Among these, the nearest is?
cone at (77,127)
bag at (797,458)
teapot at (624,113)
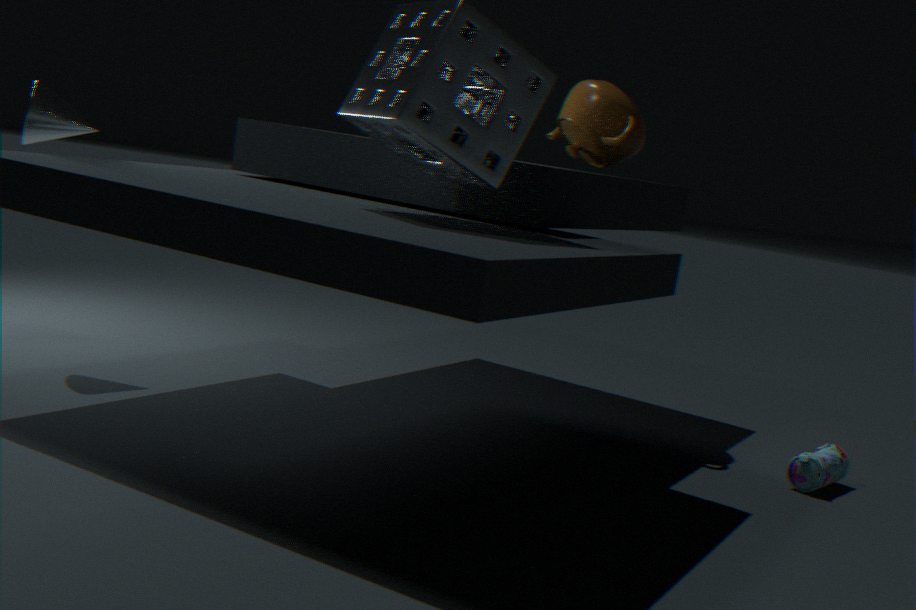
bag at (797,458)
